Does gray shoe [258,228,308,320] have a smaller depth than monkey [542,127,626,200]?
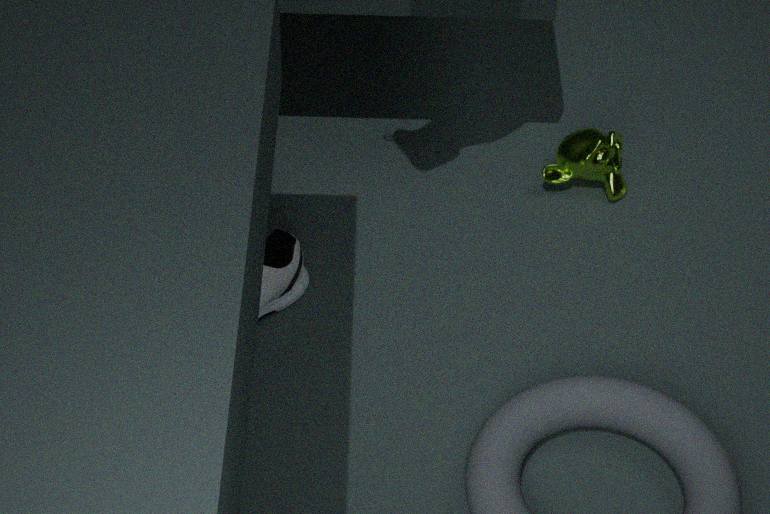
Yes
